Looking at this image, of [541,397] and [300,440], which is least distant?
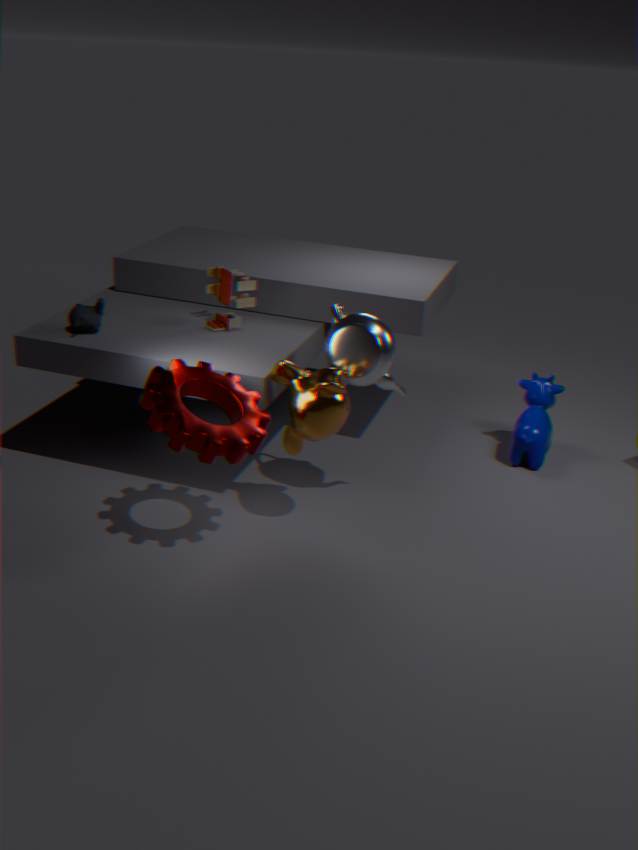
[300,440]
